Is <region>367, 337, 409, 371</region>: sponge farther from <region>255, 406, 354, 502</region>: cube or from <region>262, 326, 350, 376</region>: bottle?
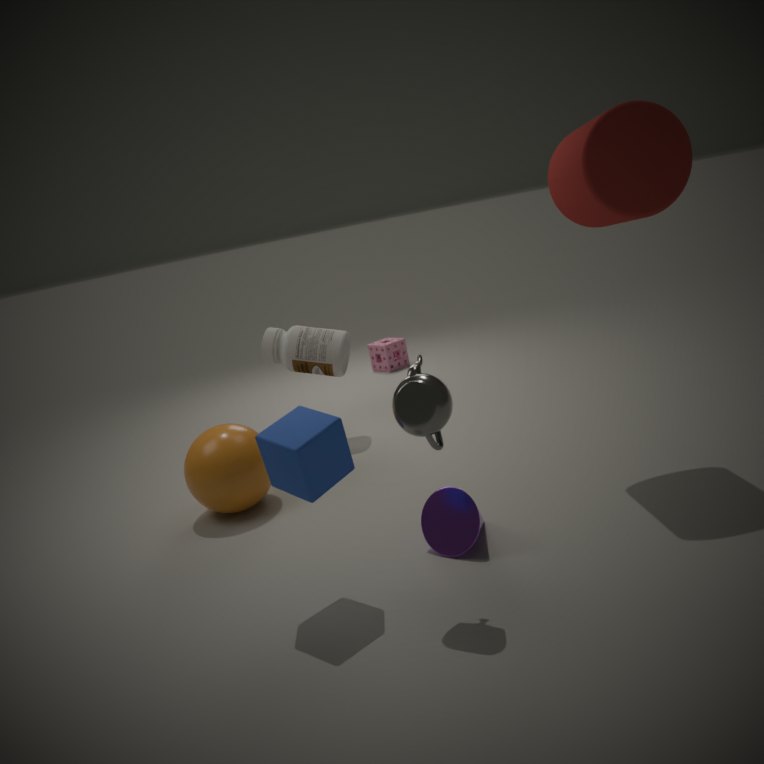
<region>255, 406, 354, 502</region>: cube
